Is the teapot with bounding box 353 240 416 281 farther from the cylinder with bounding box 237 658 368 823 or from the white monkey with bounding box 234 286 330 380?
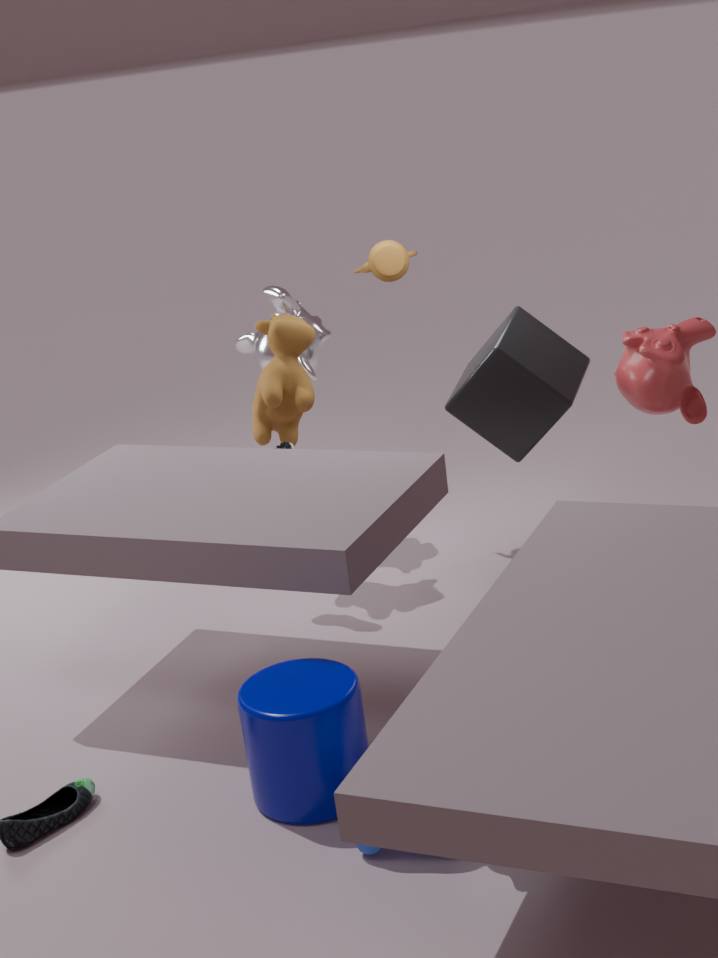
the cylinder with bounding box 237 658 368 823
